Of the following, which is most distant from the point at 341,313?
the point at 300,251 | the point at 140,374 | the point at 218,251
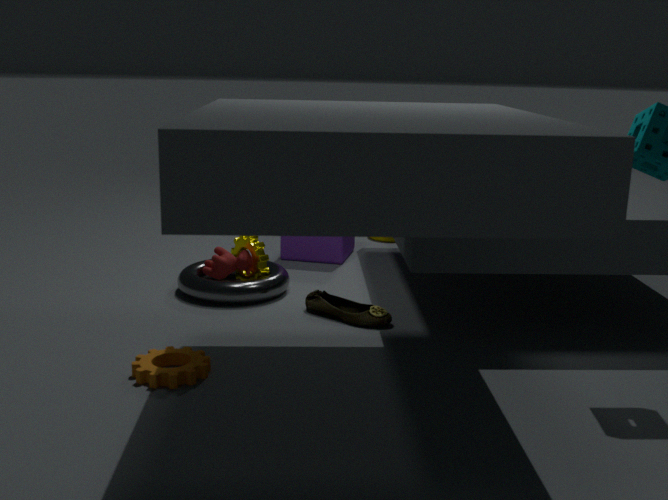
the point at 300,251
